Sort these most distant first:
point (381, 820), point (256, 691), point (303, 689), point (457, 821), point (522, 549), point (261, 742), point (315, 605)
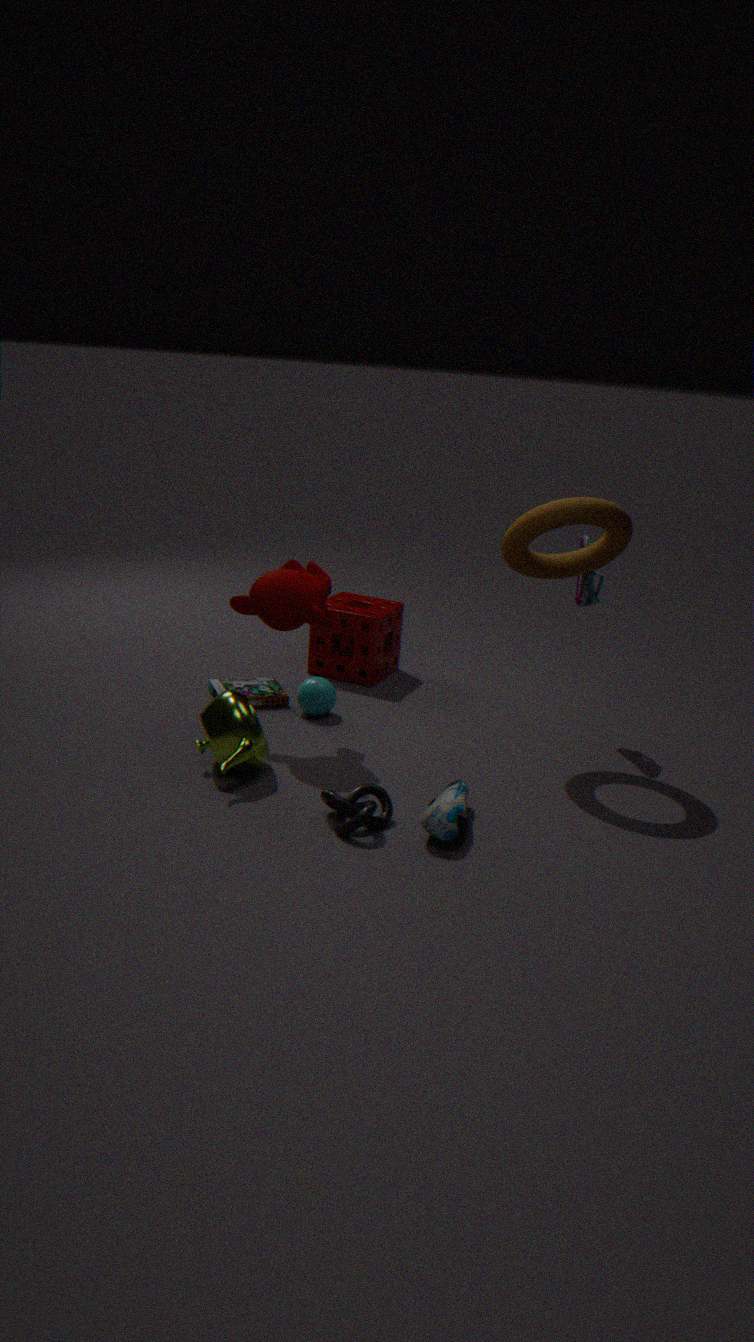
point (256, 691)
point (303, 689)
point (522, 549)
point (315, 605)
point (261, 742)
point (457, 821)
point (381, 820)
